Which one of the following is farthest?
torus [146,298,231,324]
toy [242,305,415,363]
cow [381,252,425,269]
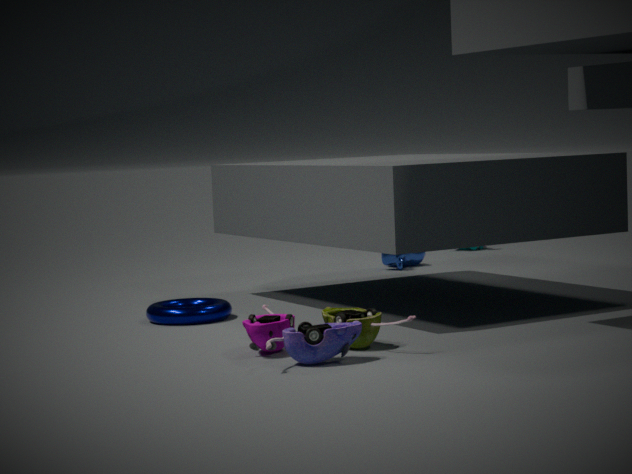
cow [381,252,425,269]
